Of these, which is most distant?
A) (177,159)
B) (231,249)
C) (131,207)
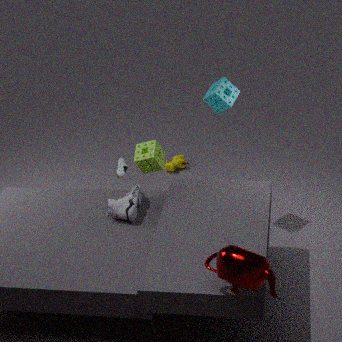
(177,159)
